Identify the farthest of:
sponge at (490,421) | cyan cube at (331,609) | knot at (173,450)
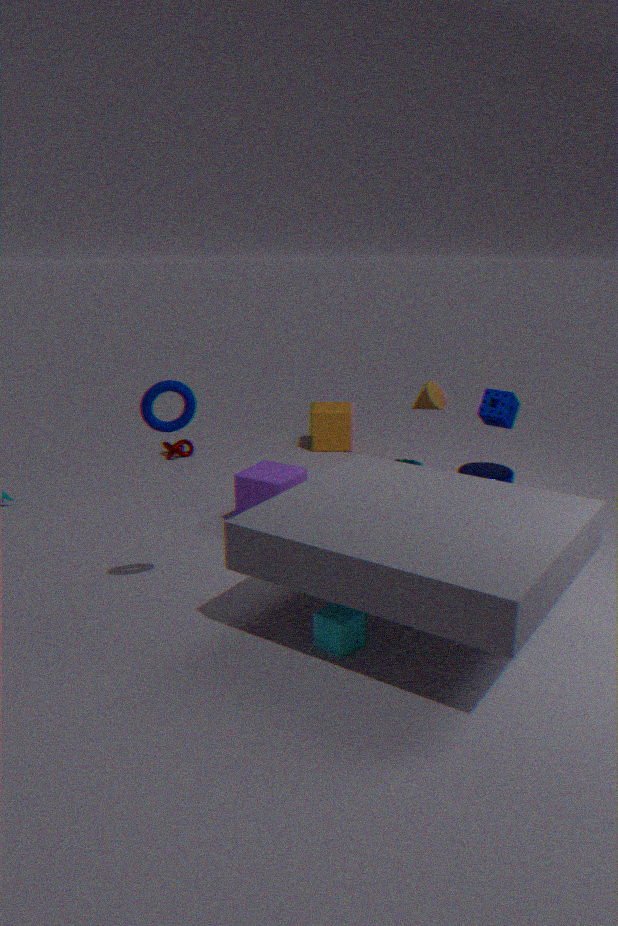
knot at (173,450)
